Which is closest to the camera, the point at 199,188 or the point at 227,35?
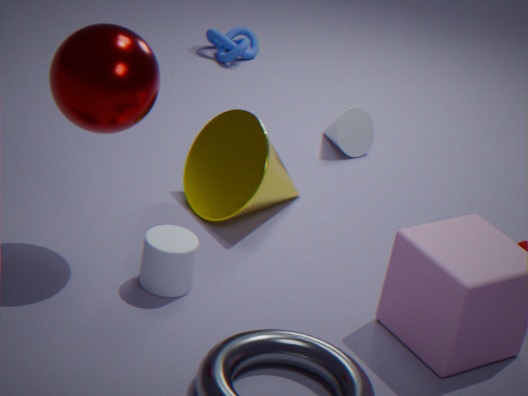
the point at 199,188
